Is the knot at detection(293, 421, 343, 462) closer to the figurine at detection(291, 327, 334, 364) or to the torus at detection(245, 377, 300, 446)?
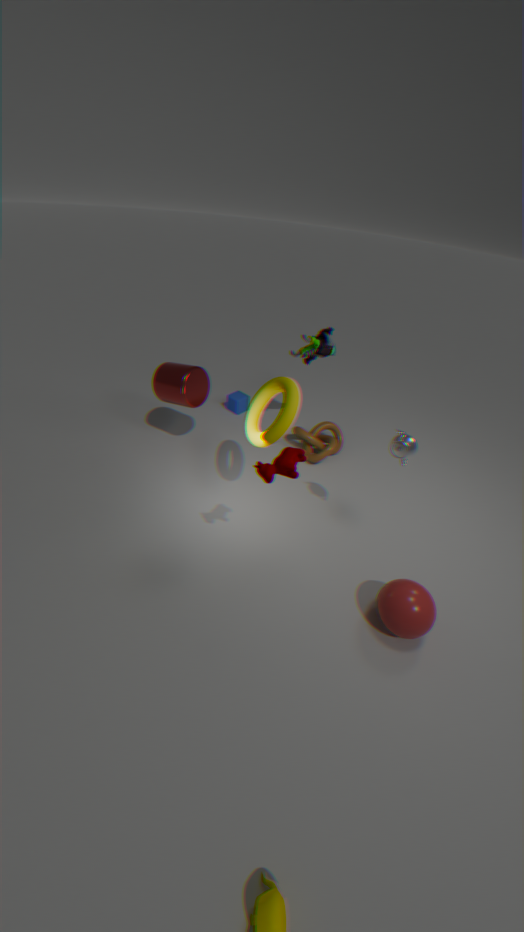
the figurine at detection(291, 327, 334, 364)
